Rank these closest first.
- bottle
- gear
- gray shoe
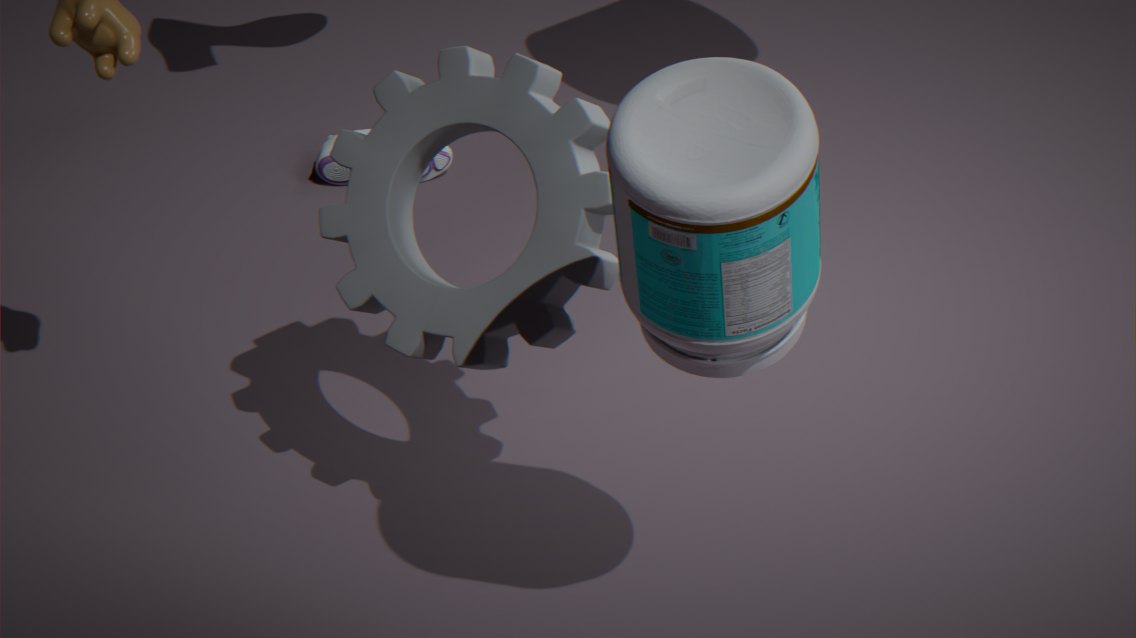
bottle → gear → gray shoe
